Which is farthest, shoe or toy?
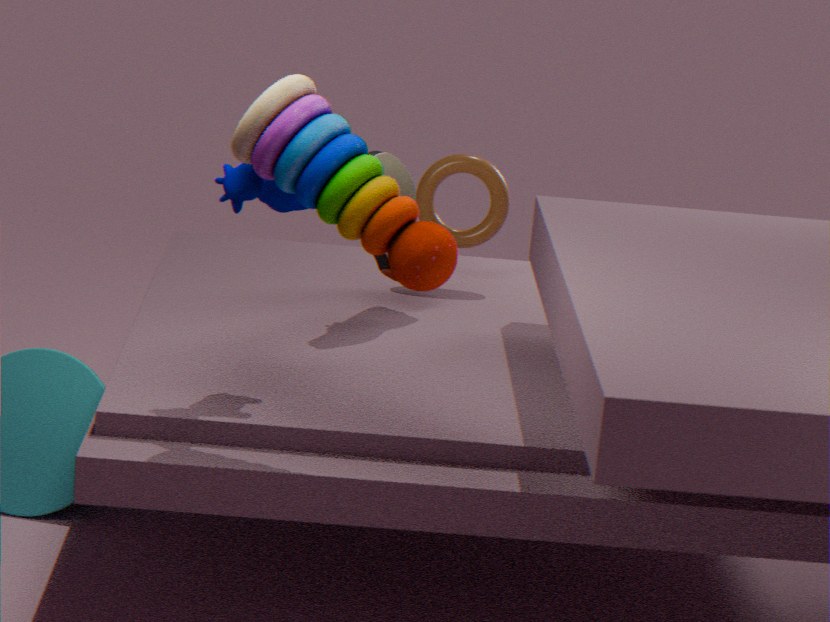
shoe
